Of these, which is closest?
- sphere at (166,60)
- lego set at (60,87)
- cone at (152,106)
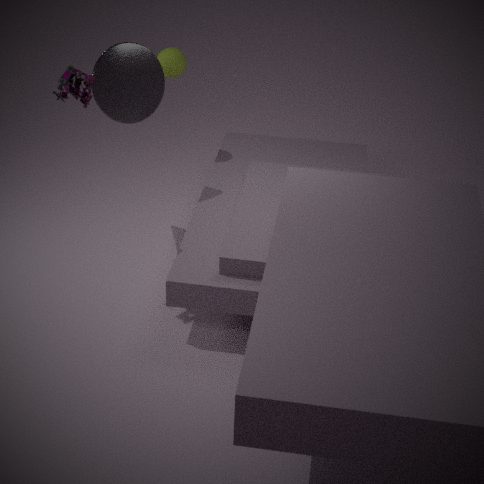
lego set at (60,87)
